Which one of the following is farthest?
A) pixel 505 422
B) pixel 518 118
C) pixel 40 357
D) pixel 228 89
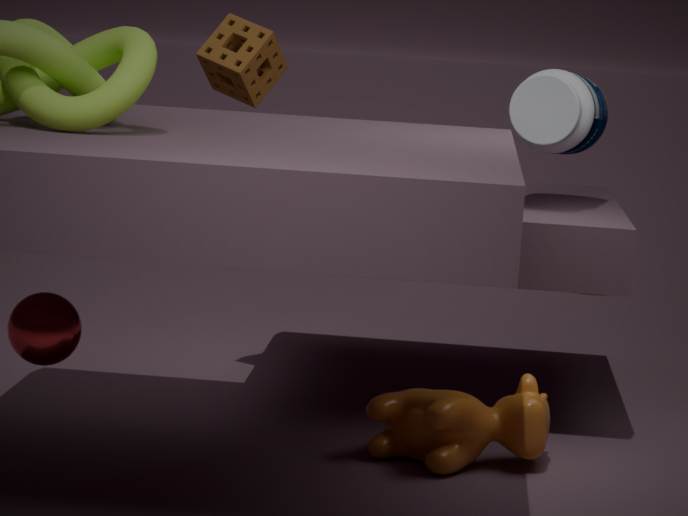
pixel 228 89
